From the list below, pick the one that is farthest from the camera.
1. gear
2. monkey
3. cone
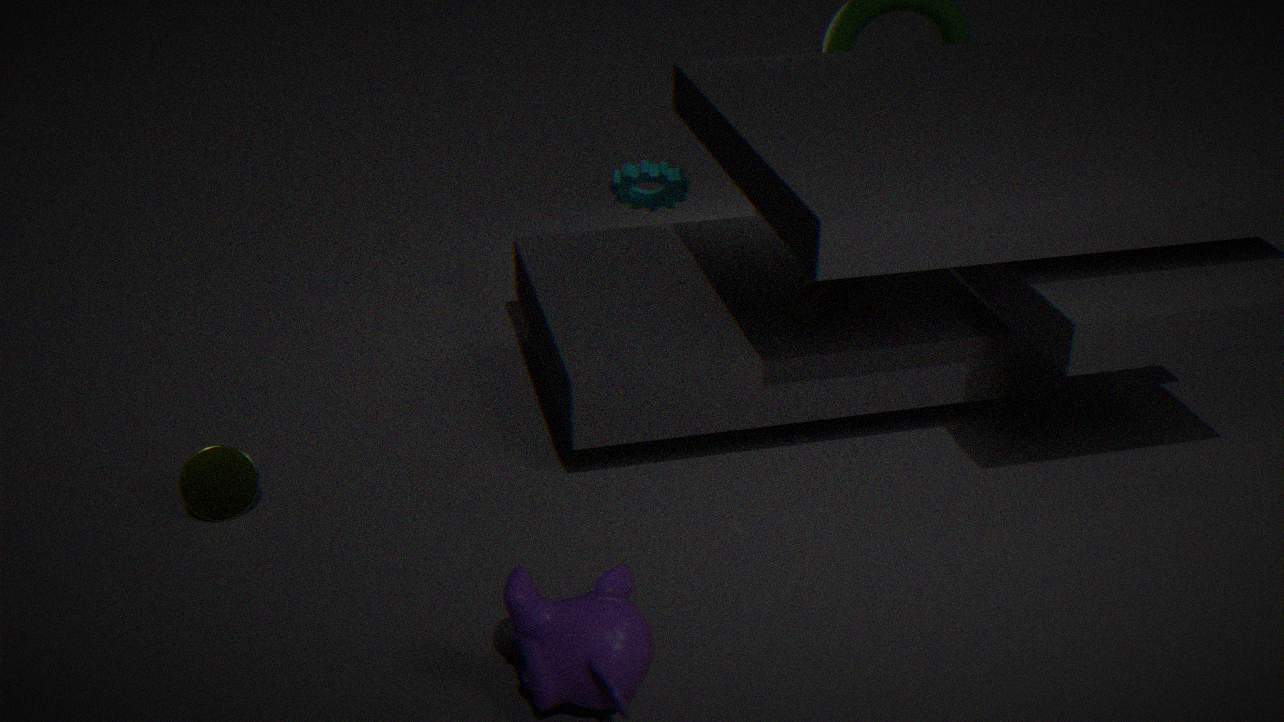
gear
